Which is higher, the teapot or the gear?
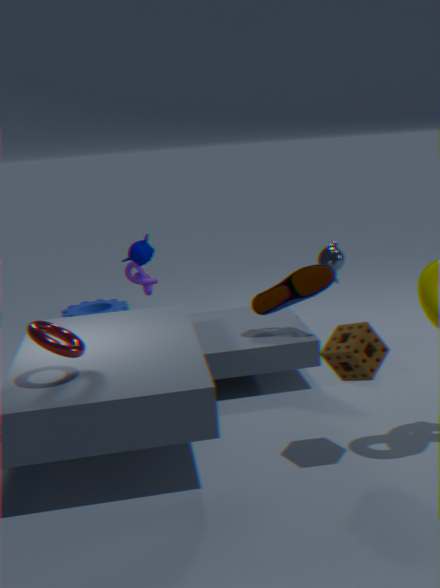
the teapot
